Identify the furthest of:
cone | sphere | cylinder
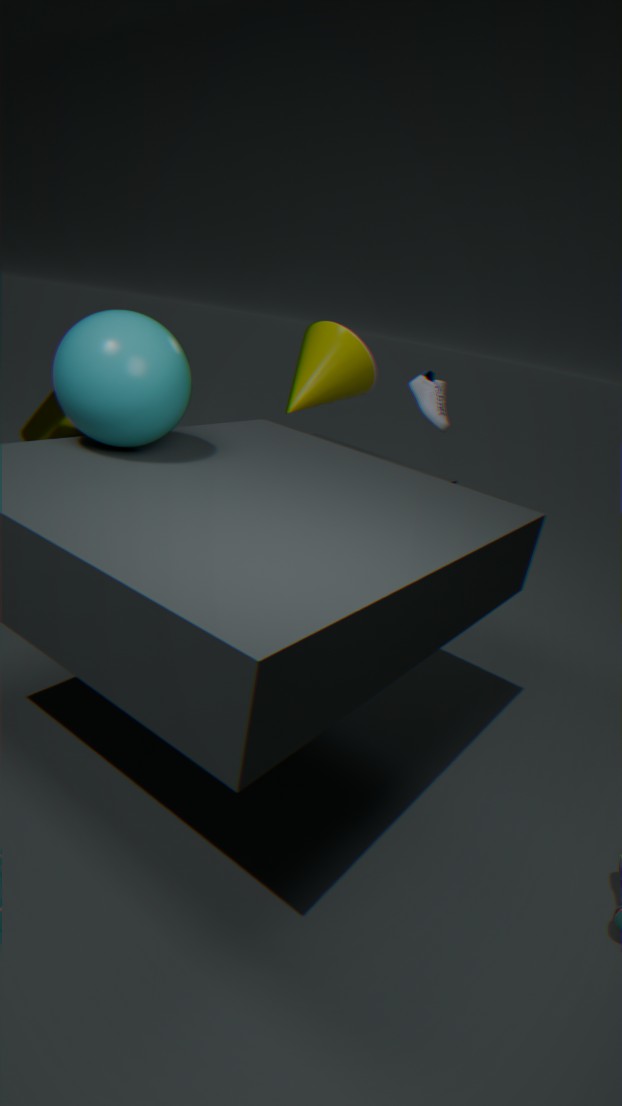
cone
